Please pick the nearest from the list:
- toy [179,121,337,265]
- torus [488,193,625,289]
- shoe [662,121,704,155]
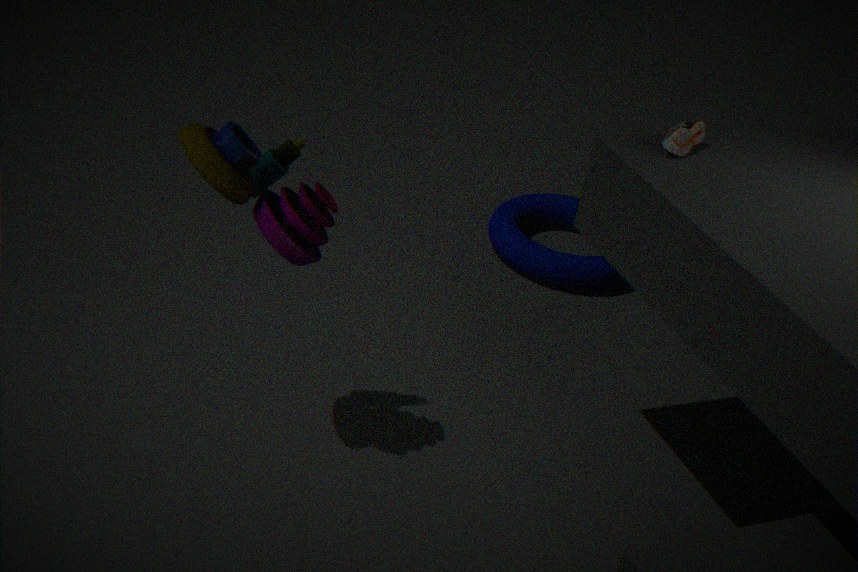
toy [179,121,337,265]
